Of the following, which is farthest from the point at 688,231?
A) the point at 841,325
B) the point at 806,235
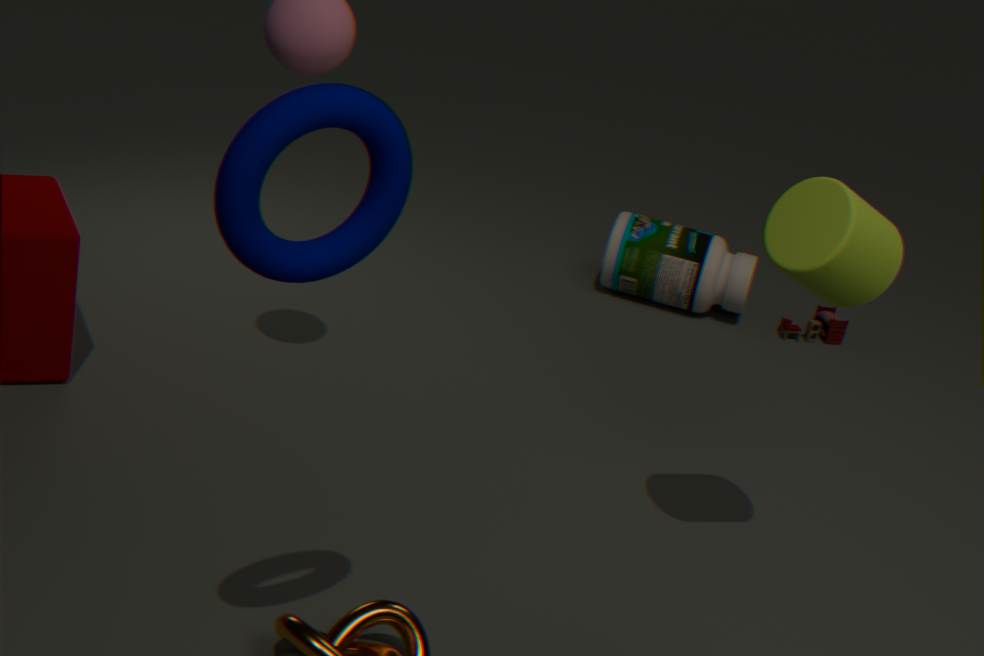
the point at 806,235
